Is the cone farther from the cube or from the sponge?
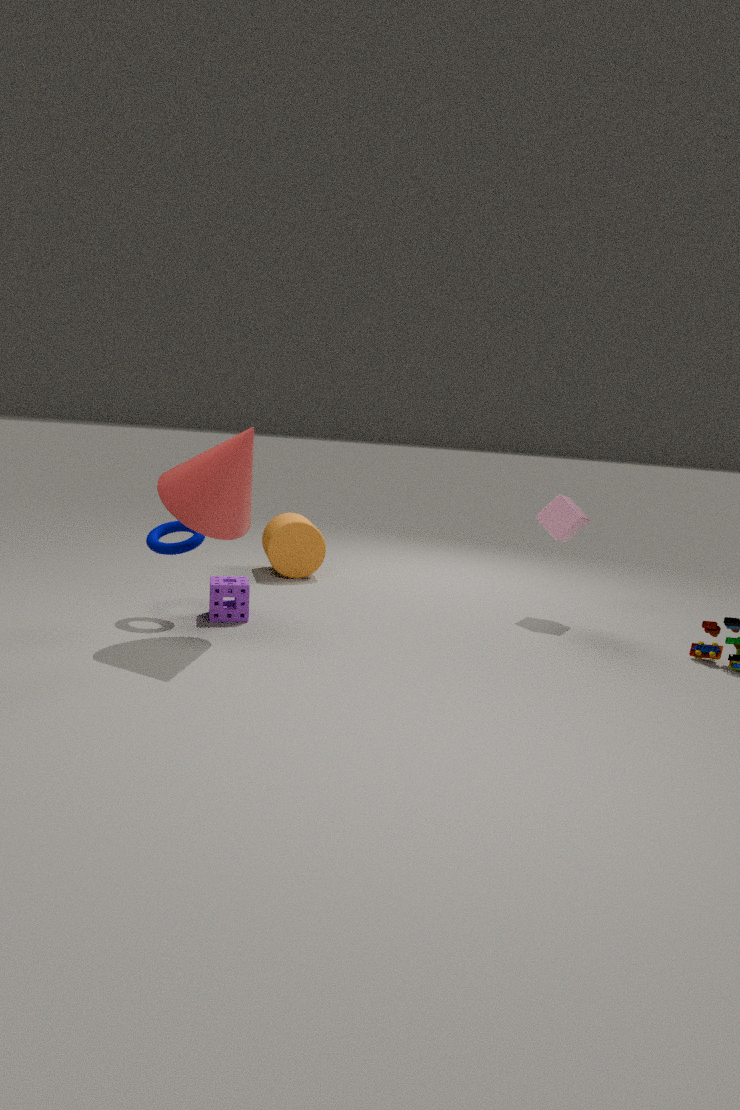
the cube
